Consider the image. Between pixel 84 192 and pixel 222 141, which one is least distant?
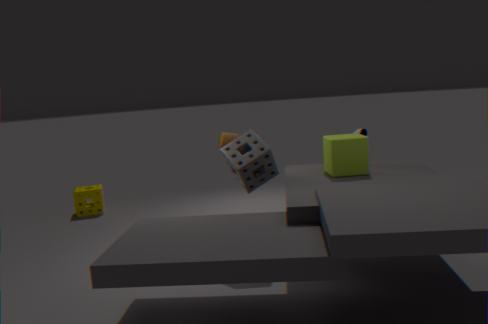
pixel 222 141
